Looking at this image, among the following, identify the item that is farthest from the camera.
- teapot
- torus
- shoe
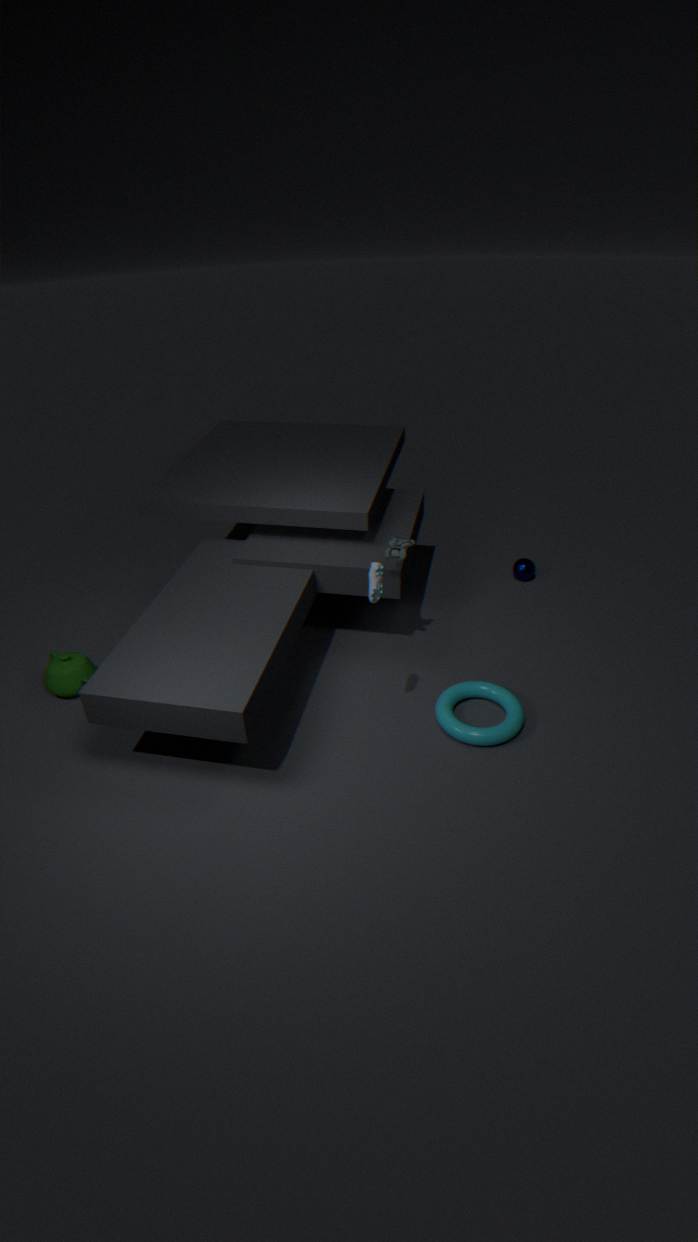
teapot
